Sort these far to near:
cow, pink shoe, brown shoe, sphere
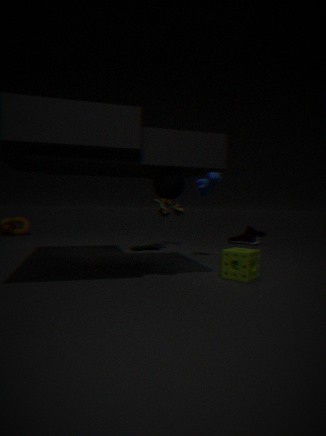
pink shoe < brown shoe < cow < sphere
